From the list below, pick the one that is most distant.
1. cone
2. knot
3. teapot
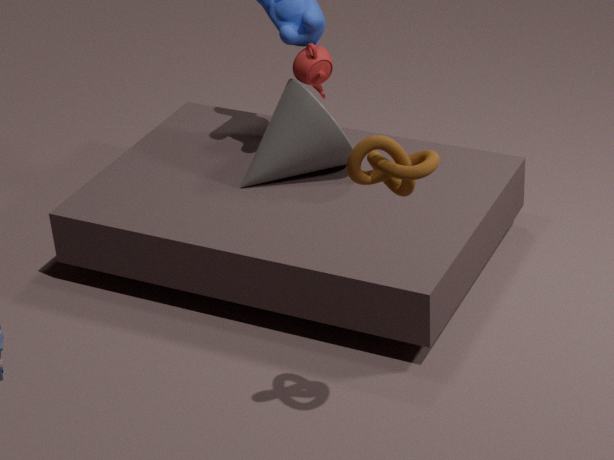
teapot
